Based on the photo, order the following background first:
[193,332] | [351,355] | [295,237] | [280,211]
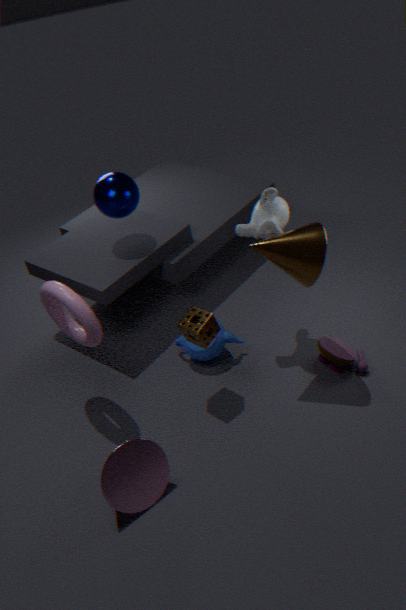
[351,355]
[280,211]
[193,332]
[295,237]
